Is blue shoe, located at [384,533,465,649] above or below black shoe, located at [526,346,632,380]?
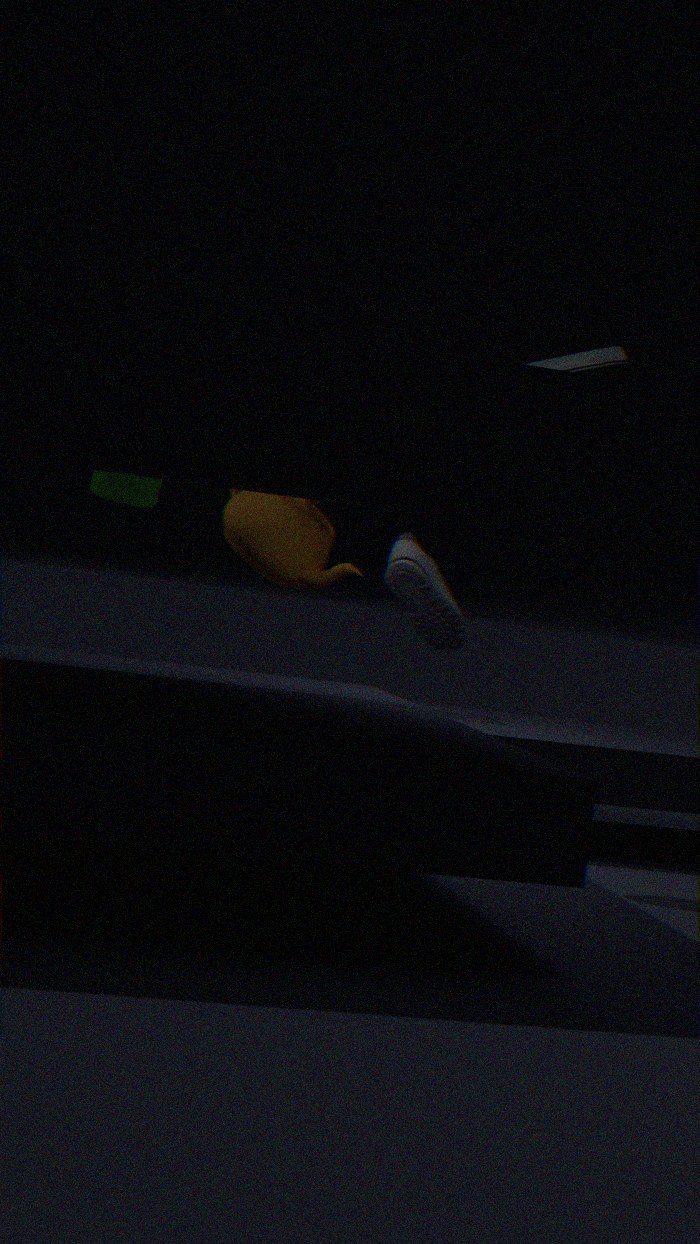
below
